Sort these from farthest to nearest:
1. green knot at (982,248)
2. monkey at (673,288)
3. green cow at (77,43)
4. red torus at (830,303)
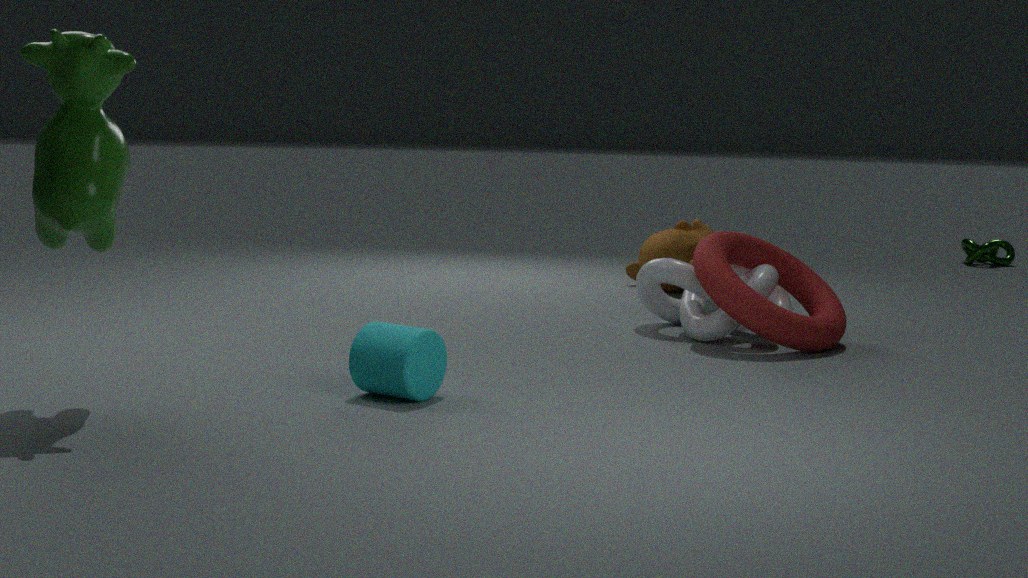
green knot at (982,248) < monkey at (673,288) < red torus at (830,303) < green cow at (77,43)
